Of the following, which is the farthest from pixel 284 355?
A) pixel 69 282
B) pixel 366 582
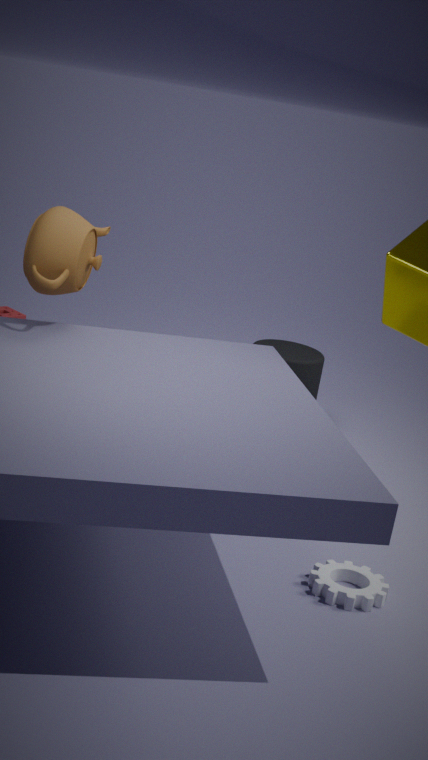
pixel 366 582
